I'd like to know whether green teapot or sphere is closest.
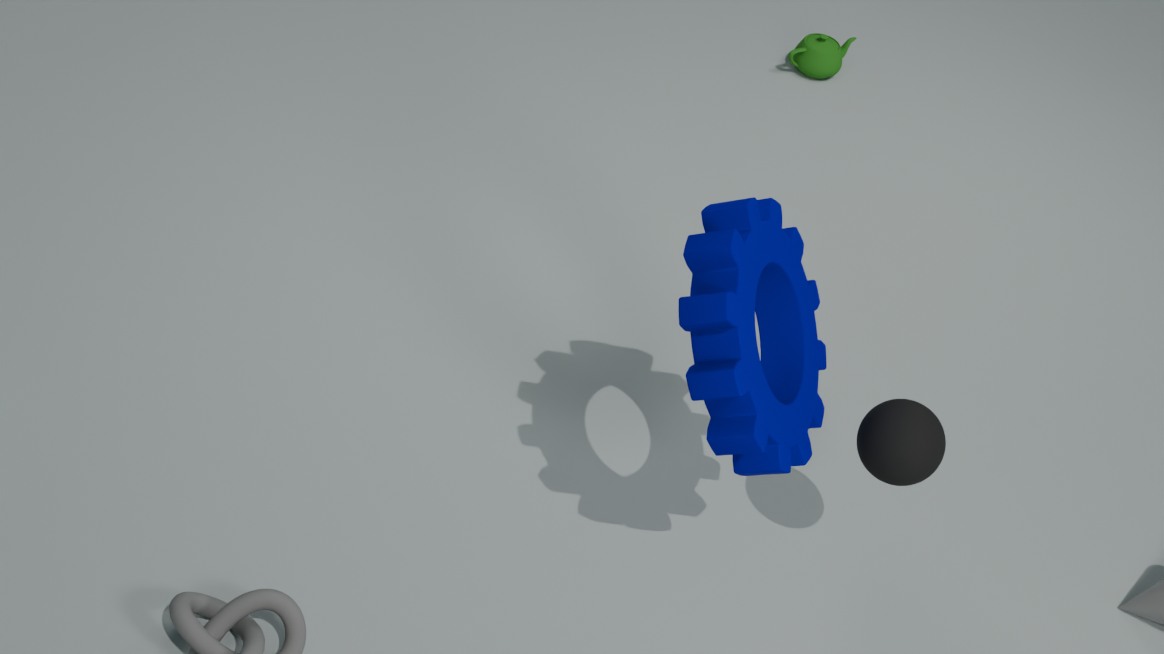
A: sphere
